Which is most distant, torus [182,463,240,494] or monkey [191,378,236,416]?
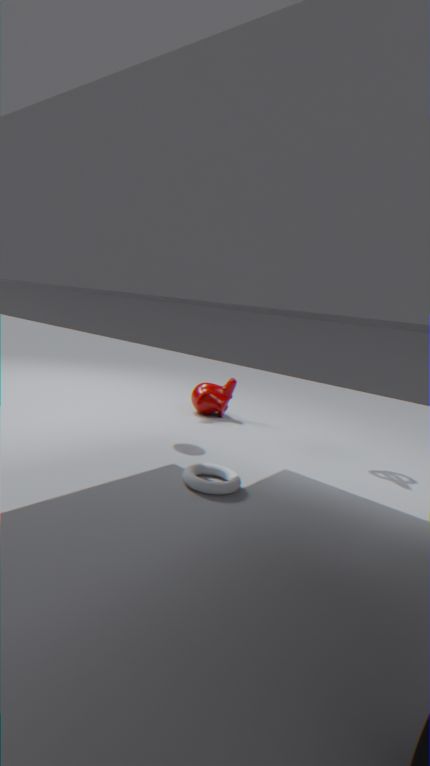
monkey [191,378,236,416]
